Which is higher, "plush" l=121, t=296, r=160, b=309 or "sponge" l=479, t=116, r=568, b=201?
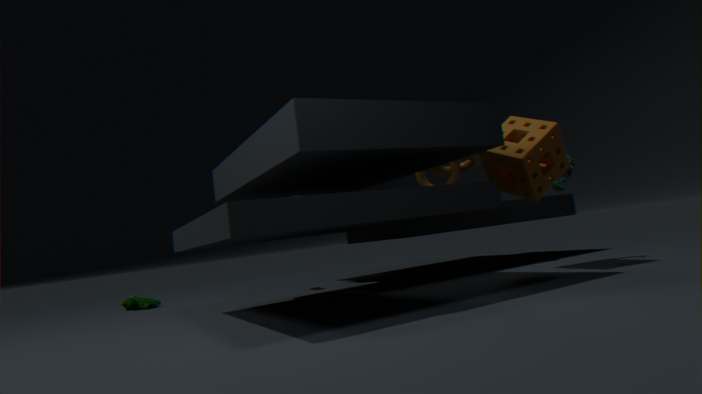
"sponge" l=479, t=116, r=568, b=201
